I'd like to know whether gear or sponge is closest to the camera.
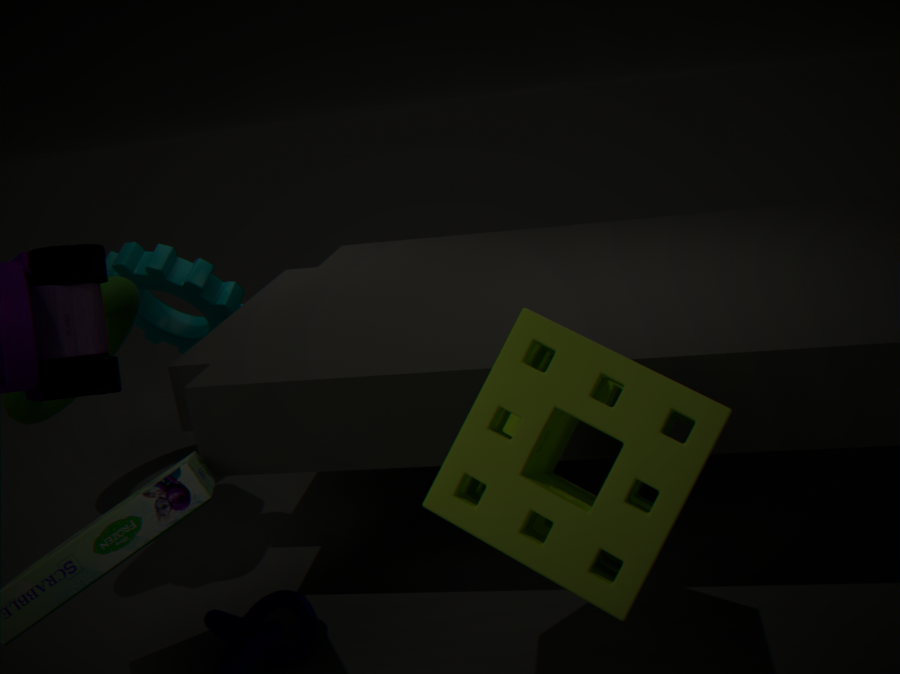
sponge
